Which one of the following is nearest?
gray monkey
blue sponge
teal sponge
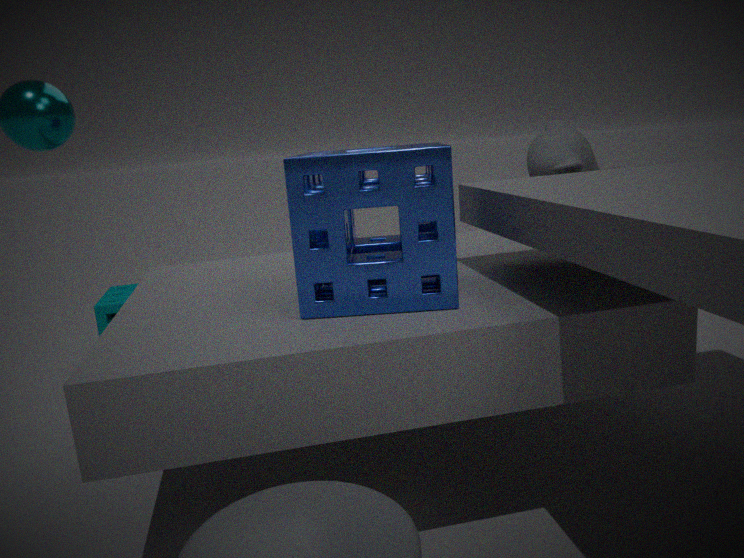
blue sponge
